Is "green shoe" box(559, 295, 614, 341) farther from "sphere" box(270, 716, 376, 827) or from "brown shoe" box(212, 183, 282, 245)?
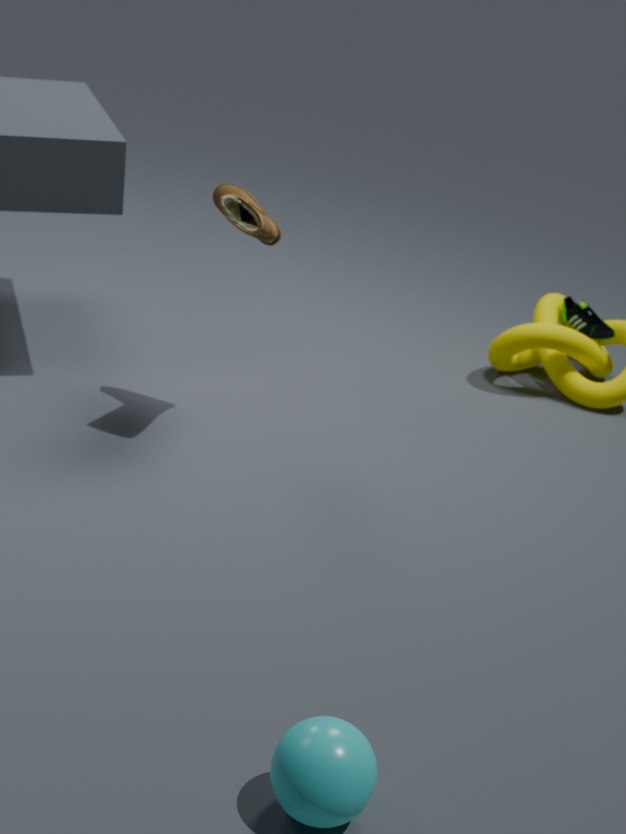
"sphere" box(270, 716, 376, 827)
